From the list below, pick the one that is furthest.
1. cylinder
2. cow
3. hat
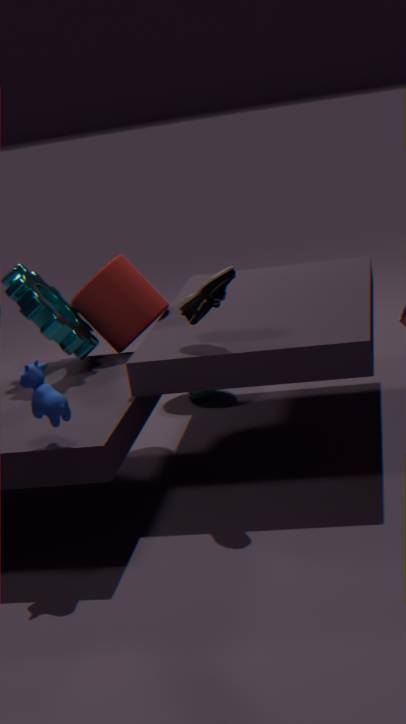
hat
